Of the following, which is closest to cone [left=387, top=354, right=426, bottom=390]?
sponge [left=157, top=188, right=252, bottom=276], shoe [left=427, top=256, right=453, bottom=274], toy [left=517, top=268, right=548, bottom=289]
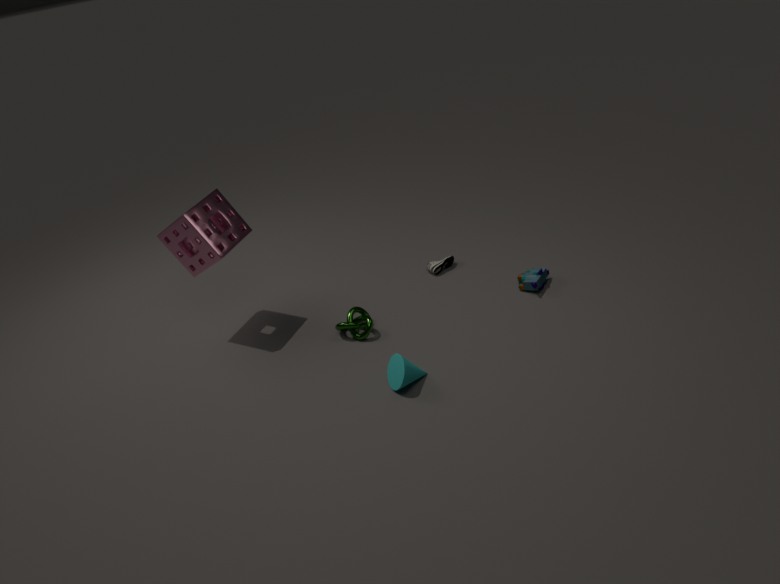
toy [left=517, top=268, right=548, bottom=289]
